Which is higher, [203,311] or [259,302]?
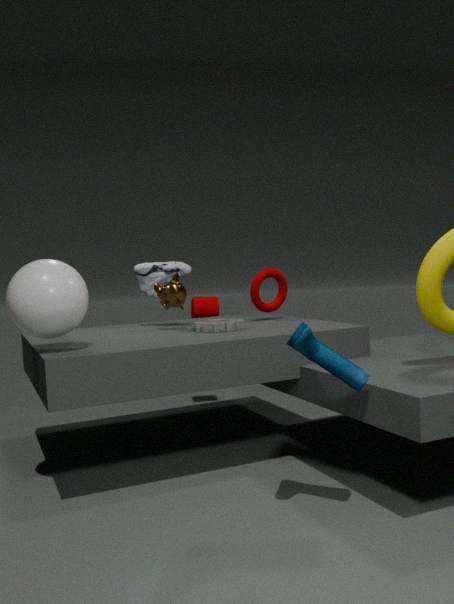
[259,302]
